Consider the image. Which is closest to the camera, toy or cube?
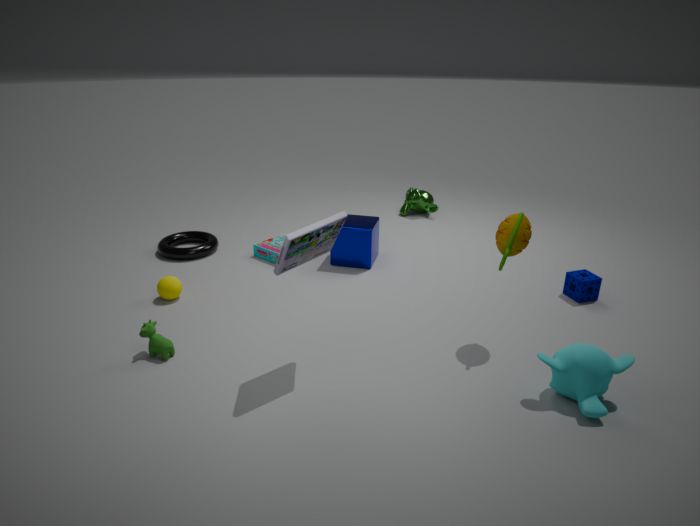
toy
